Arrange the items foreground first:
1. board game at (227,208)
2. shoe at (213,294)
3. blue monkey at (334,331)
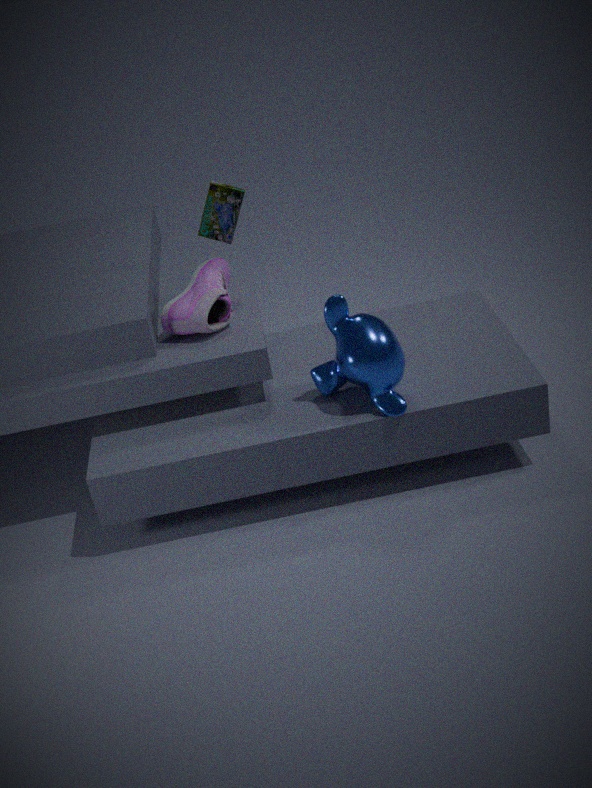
1. blue monkey at (334,331)
2. shoe at (213,294)
3. board game at (227,208)
